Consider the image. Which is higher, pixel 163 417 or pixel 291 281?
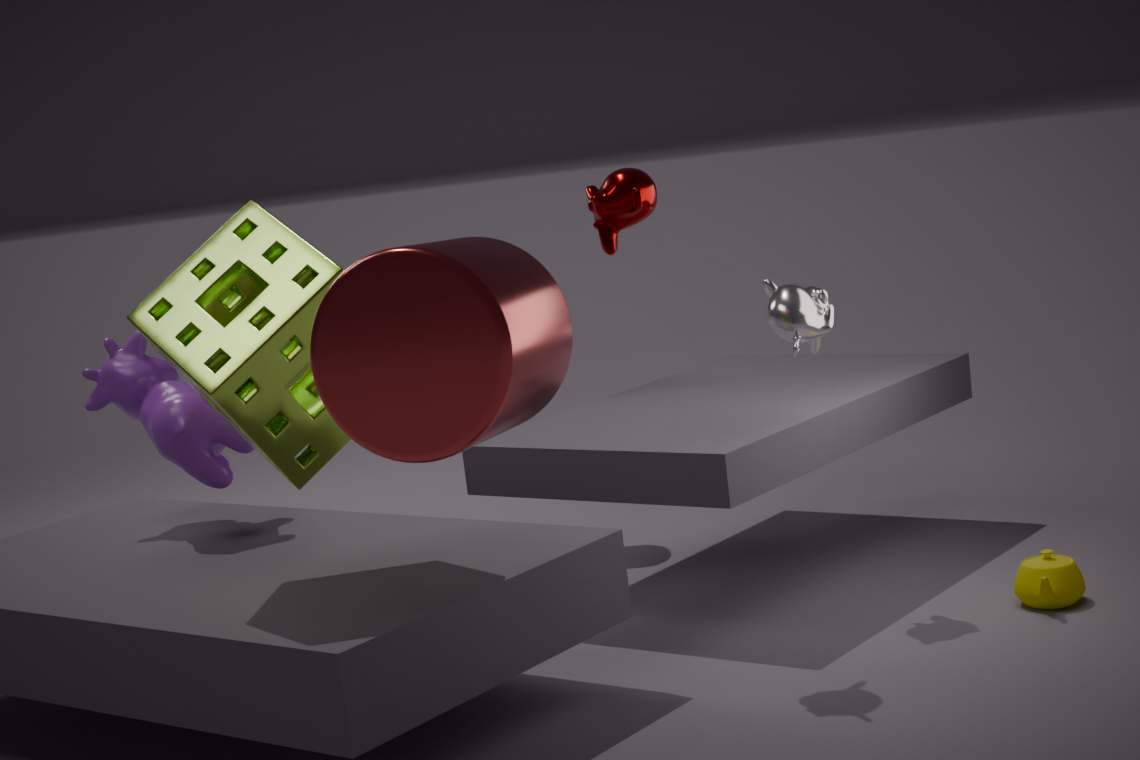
pixel 291 281
